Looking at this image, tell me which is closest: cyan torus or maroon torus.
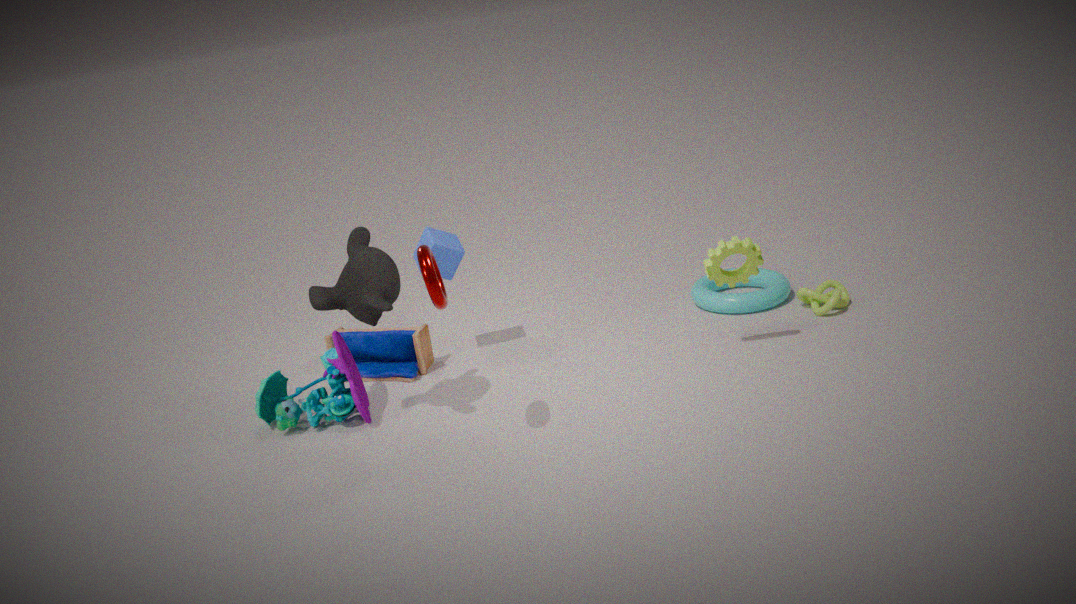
maroon torus
